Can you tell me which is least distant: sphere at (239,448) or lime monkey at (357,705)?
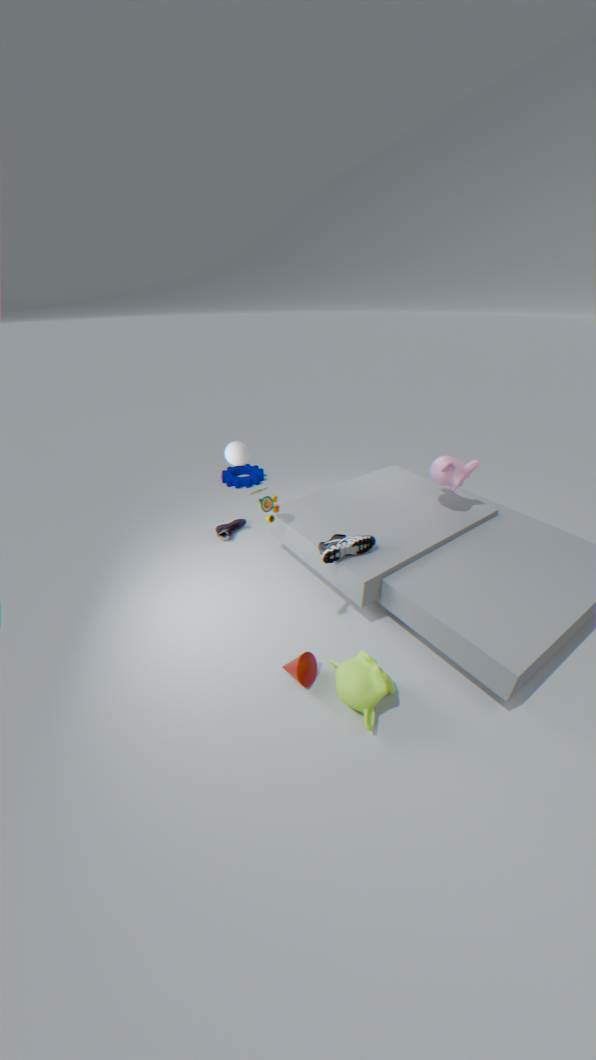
lime monkey at (357,705)
